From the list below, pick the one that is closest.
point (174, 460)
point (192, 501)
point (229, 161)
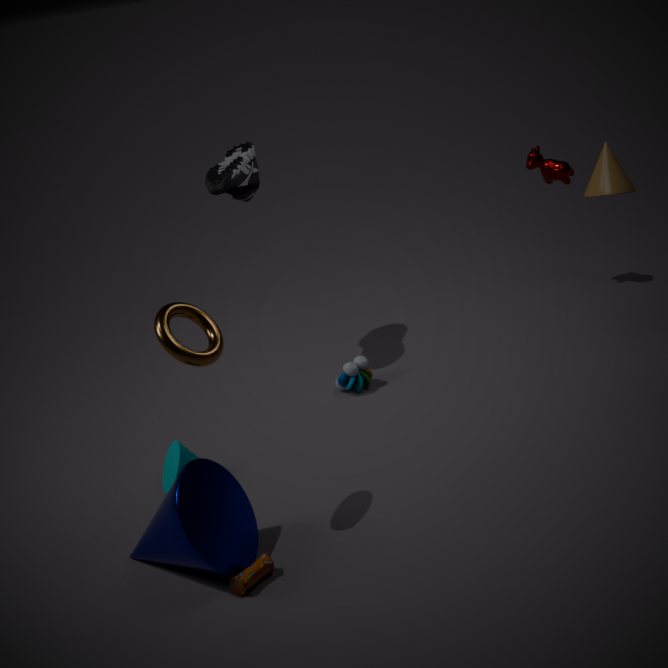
point (192, 501)
